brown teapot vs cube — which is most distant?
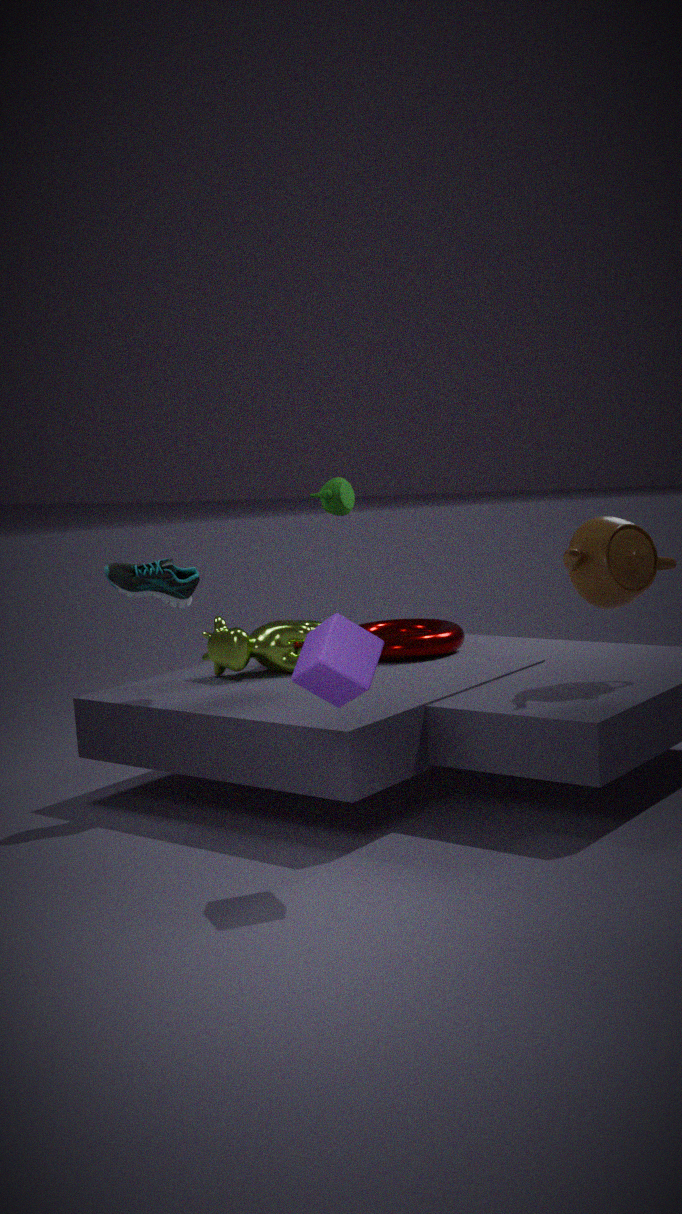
brown teapot
